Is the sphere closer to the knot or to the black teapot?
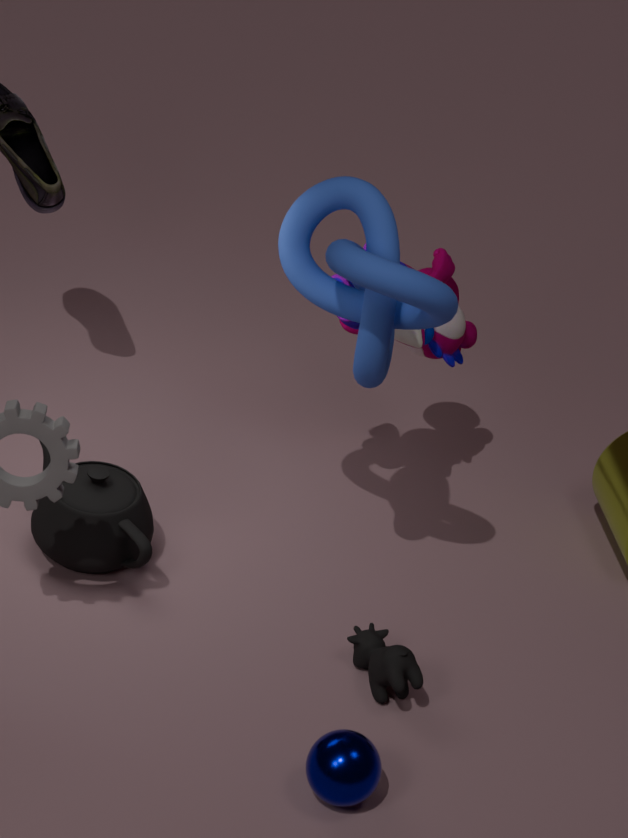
the black teapot
